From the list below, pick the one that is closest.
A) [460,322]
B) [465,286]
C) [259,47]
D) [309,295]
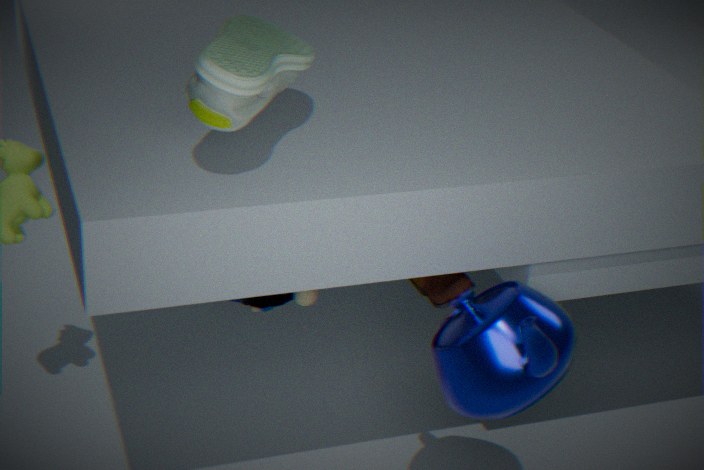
[259,47]
